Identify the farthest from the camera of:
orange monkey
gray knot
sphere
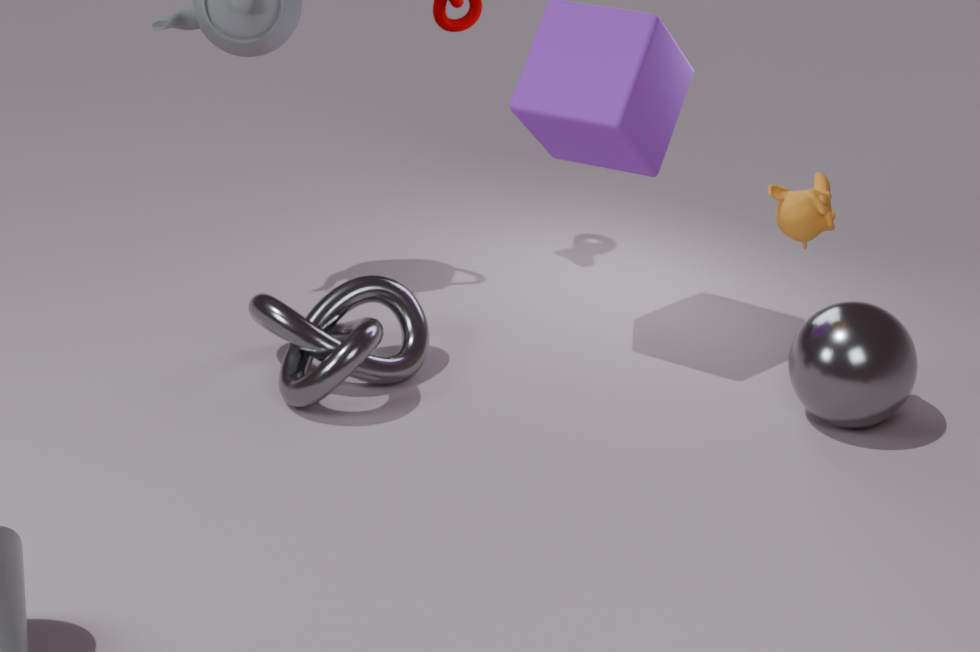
gray knot
